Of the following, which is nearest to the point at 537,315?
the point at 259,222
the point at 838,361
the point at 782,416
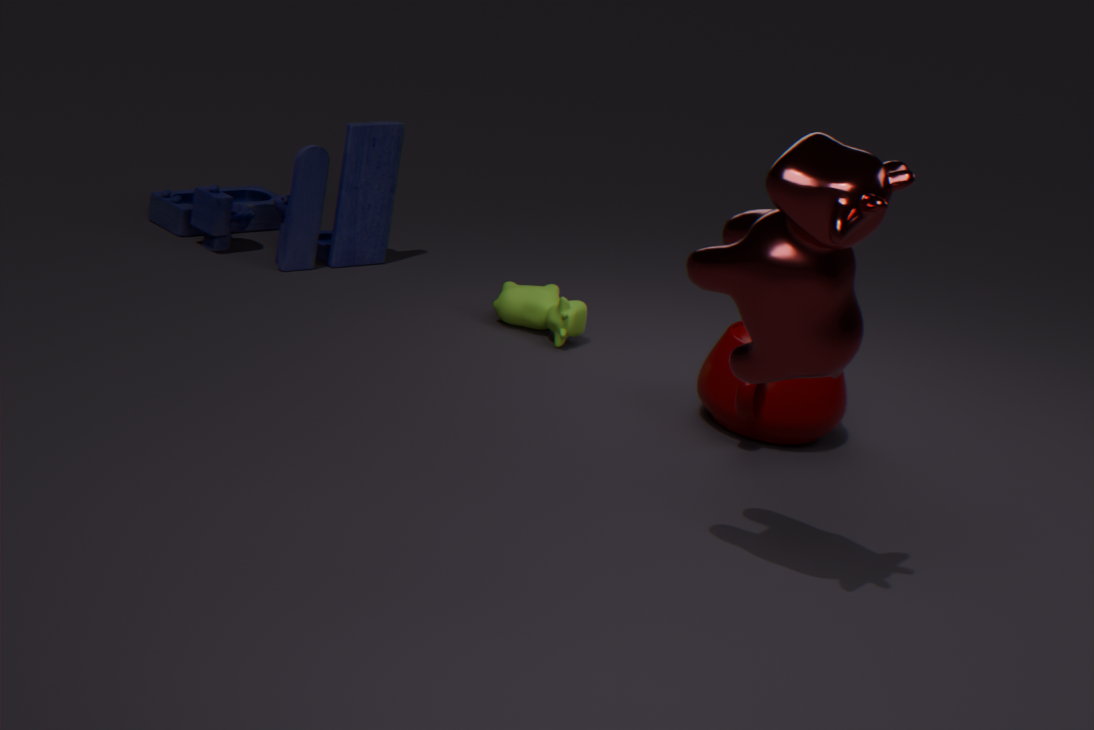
the point at 782,416
